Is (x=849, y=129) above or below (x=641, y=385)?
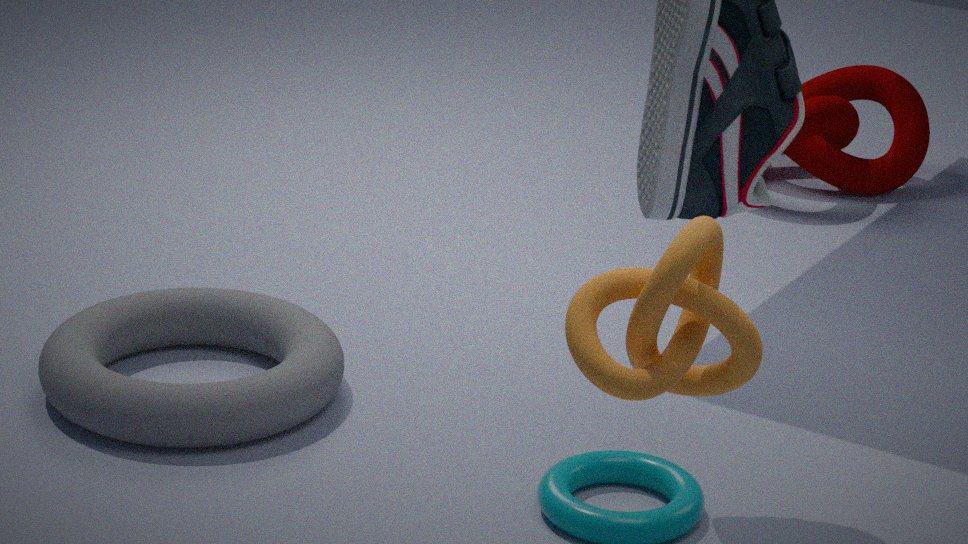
below
